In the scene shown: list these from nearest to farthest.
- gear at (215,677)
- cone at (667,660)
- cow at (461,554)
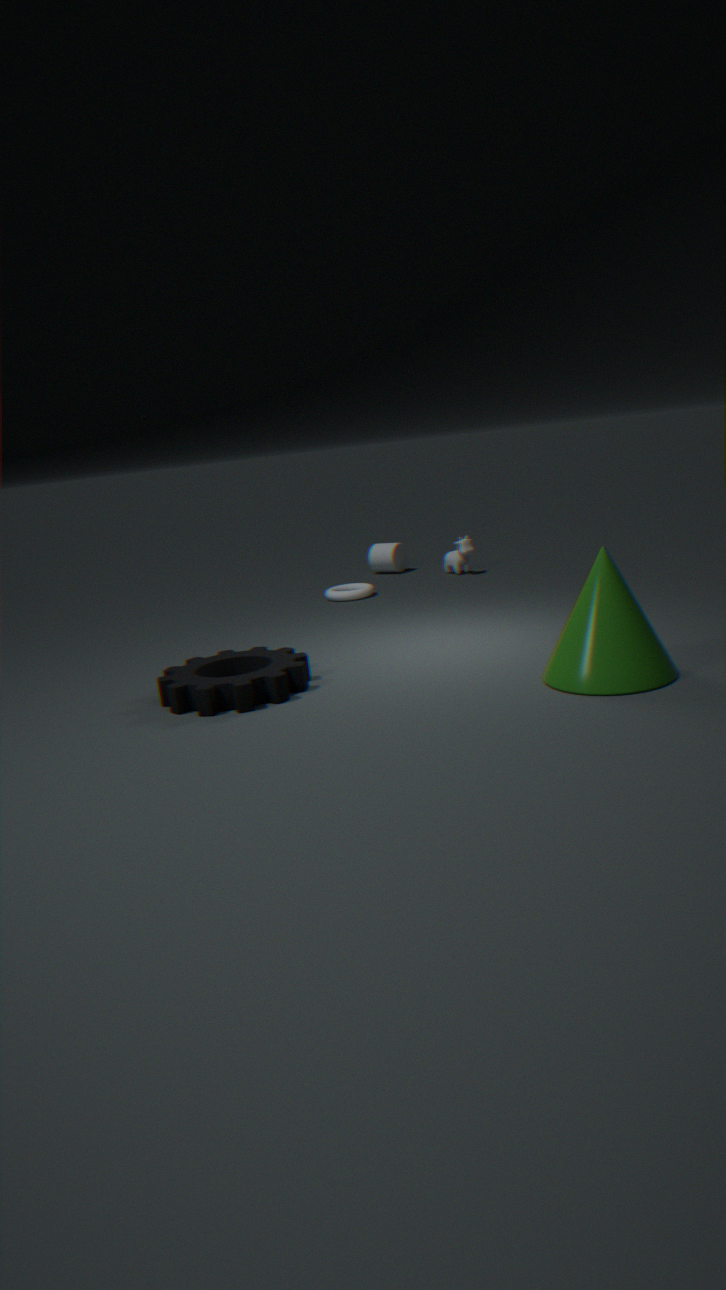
cone at (667,660)
gear at (215,677)
cow at (461,554)
